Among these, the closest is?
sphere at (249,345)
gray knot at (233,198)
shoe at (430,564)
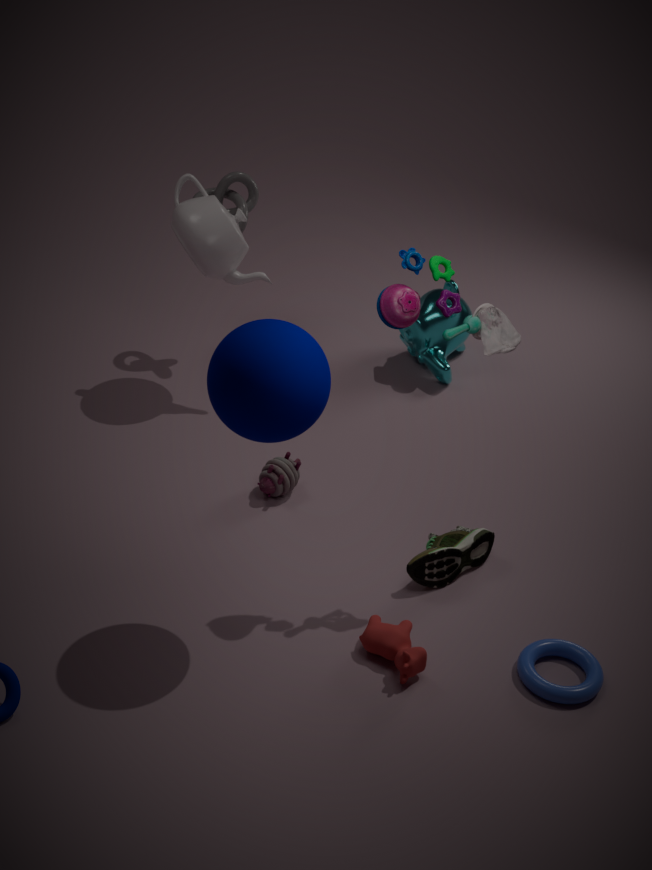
sphere at (249,345)
